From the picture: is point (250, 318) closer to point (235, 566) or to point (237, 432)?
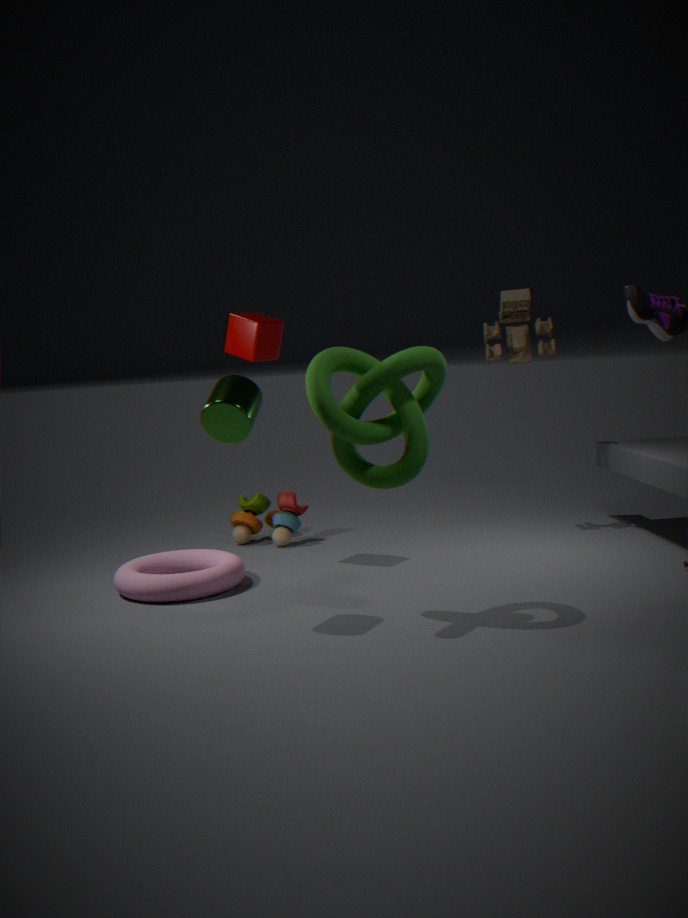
point (237, 432)
